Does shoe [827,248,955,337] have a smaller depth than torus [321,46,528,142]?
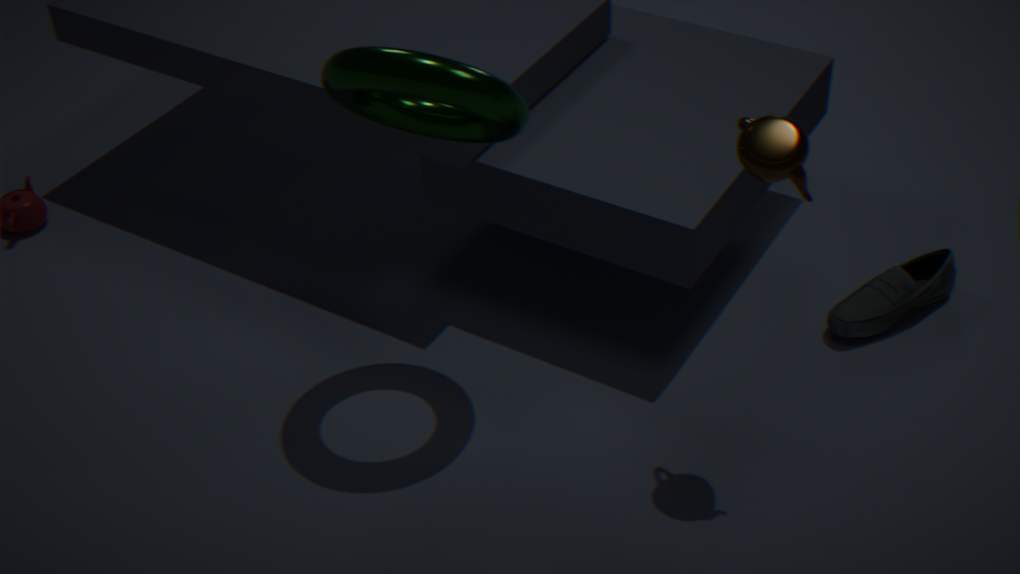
No
